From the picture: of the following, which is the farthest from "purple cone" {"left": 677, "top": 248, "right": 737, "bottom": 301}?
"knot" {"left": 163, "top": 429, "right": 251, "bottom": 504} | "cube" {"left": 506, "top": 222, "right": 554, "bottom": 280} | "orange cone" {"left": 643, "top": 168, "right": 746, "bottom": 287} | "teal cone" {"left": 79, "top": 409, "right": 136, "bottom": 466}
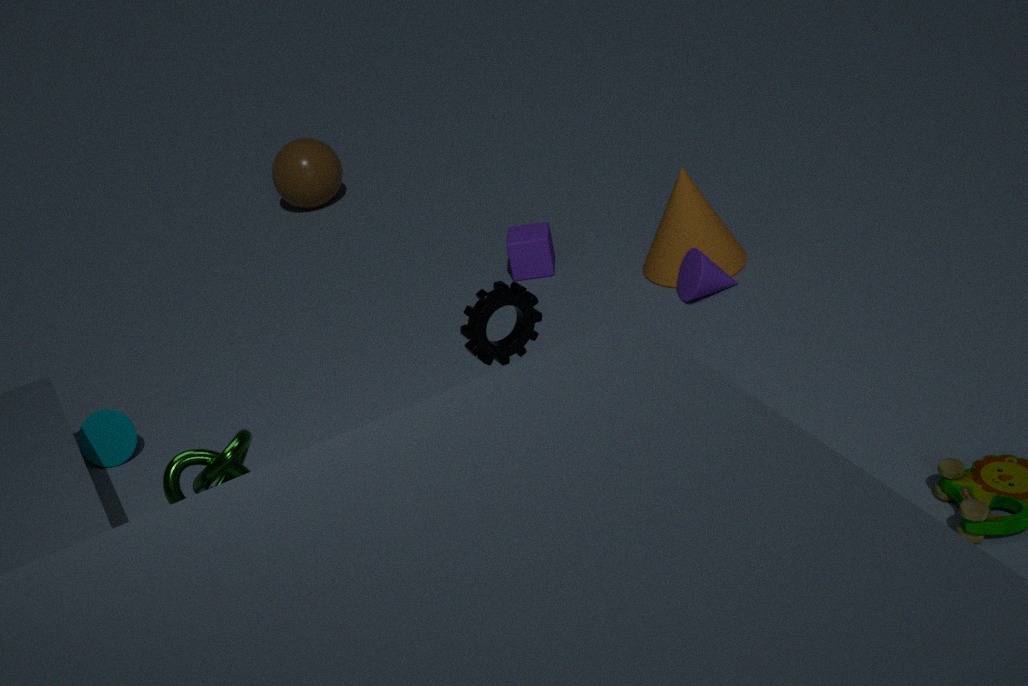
"knot" {"left": 163, "top": 429, "right": 251, "bottom": 504}
